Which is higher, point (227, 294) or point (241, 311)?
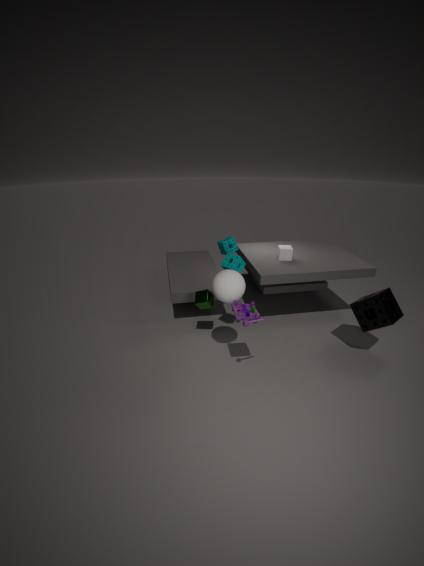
point (227, 294)
